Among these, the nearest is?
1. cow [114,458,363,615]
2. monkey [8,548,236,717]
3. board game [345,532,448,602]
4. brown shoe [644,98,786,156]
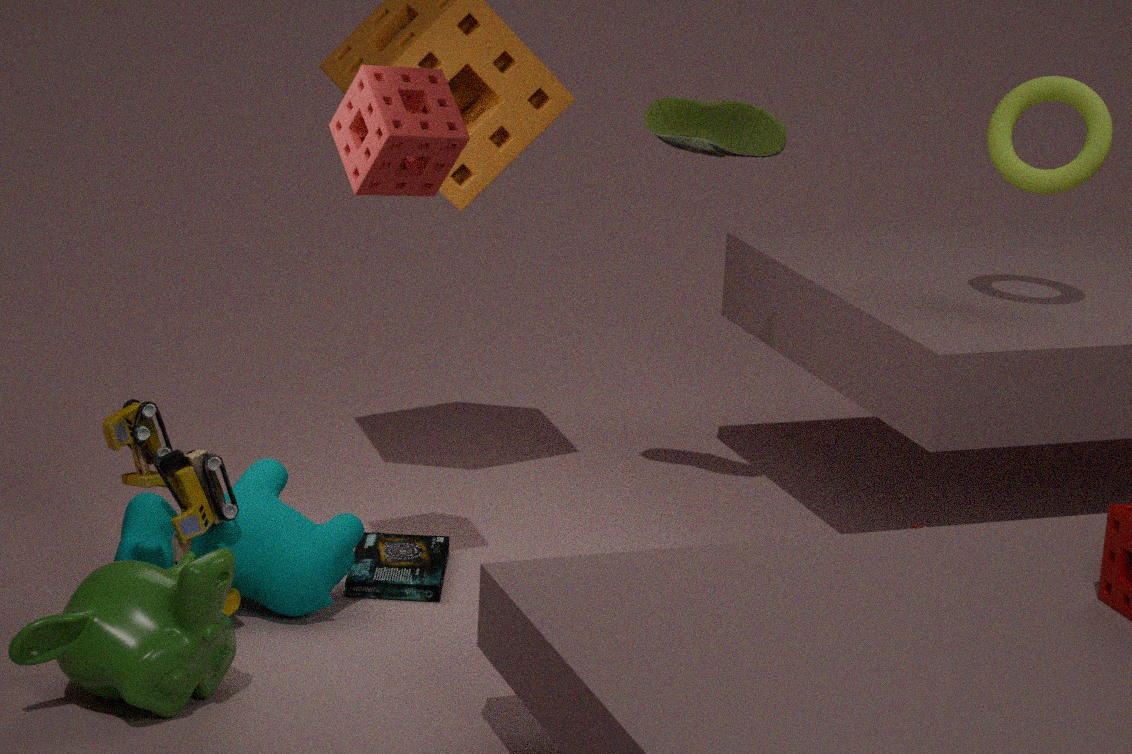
monkey [8,548,236,717]
